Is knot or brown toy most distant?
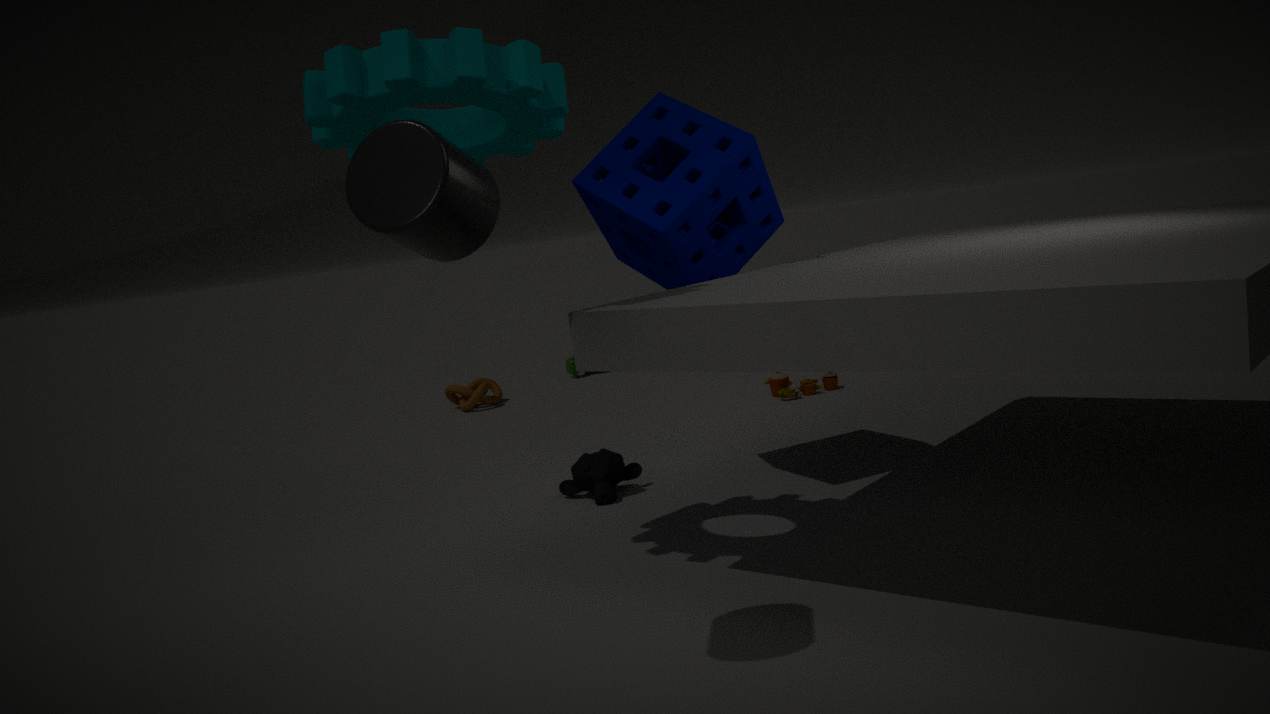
knot
